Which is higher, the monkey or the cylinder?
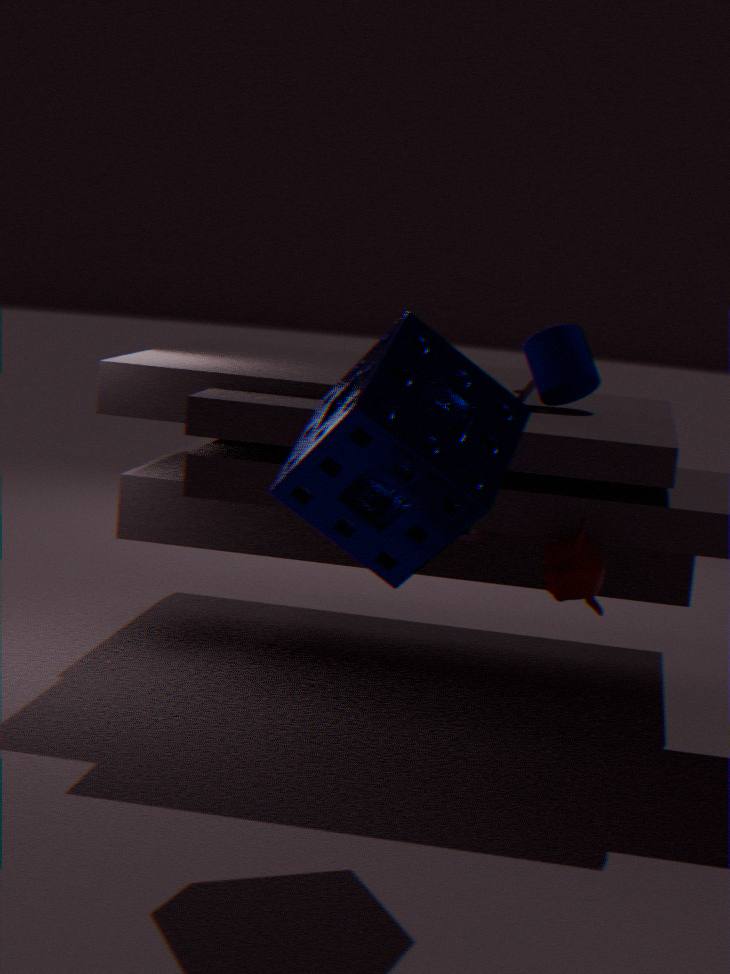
the cylinder
